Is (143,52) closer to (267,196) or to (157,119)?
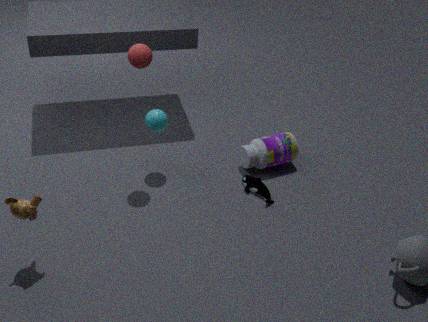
(157,119)
